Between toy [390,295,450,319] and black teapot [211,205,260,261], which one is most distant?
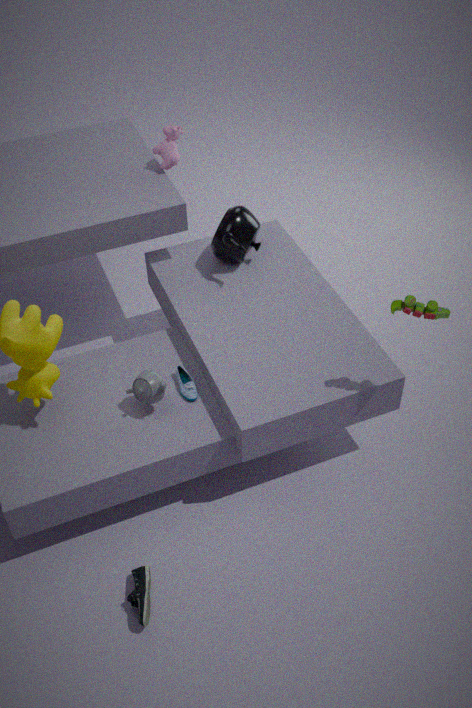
black teapot [211,205,260,261]
